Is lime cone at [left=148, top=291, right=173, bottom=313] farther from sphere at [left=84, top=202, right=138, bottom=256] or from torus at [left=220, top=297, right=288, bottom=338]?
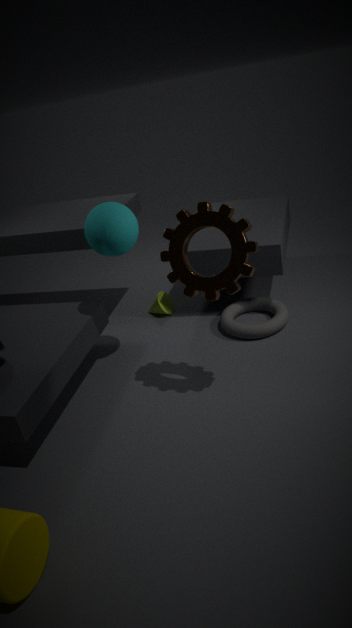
sphere at [left=84, top=202, right=138, bottom=256]
